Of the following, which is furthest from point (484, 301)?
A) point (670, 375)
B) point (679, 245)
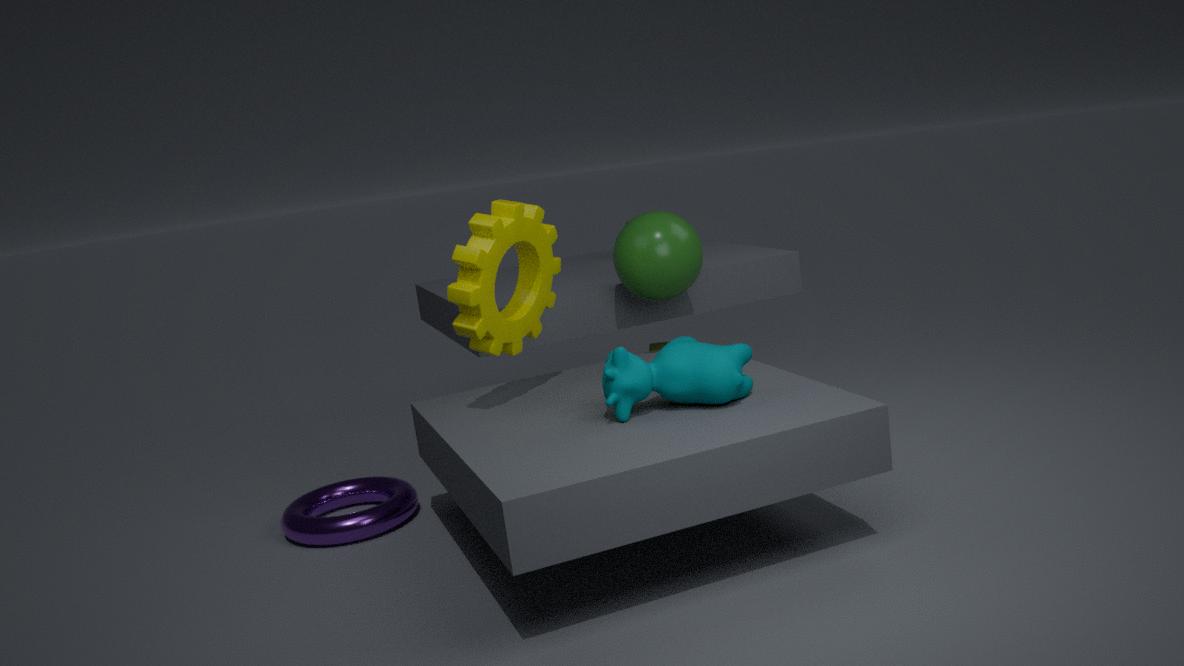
point (679, 245)
